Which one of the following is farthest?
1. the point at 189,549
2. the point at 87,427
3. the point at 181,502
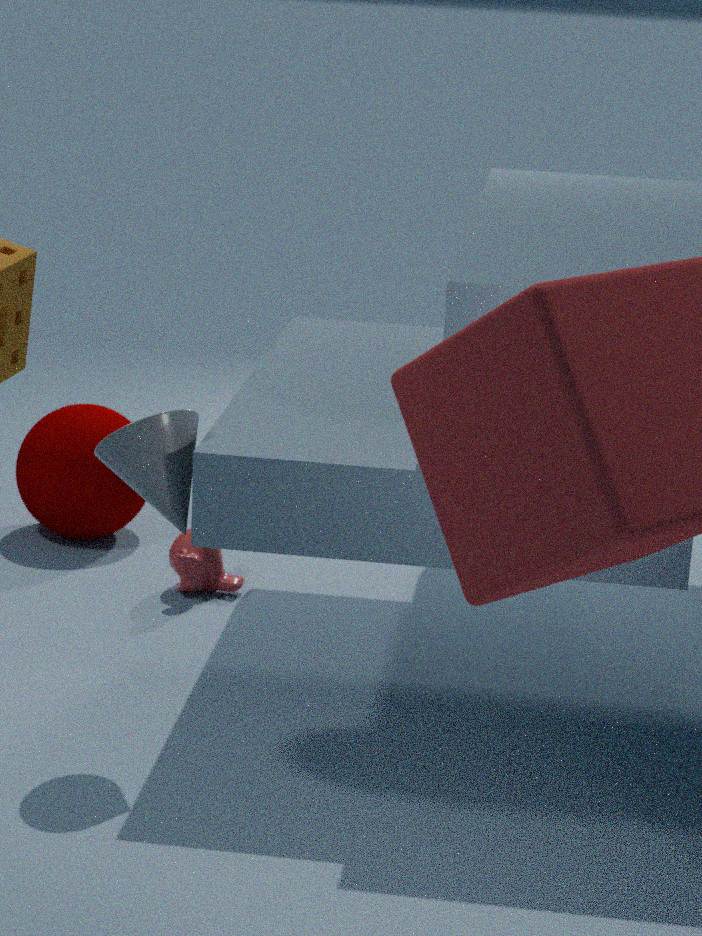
the point at 87,427
